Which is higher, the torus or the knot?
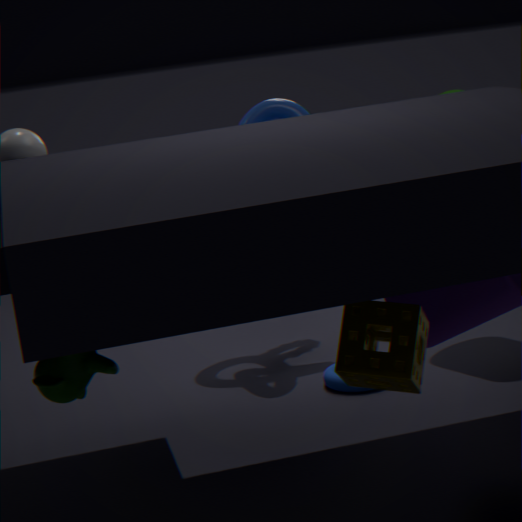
the knot
